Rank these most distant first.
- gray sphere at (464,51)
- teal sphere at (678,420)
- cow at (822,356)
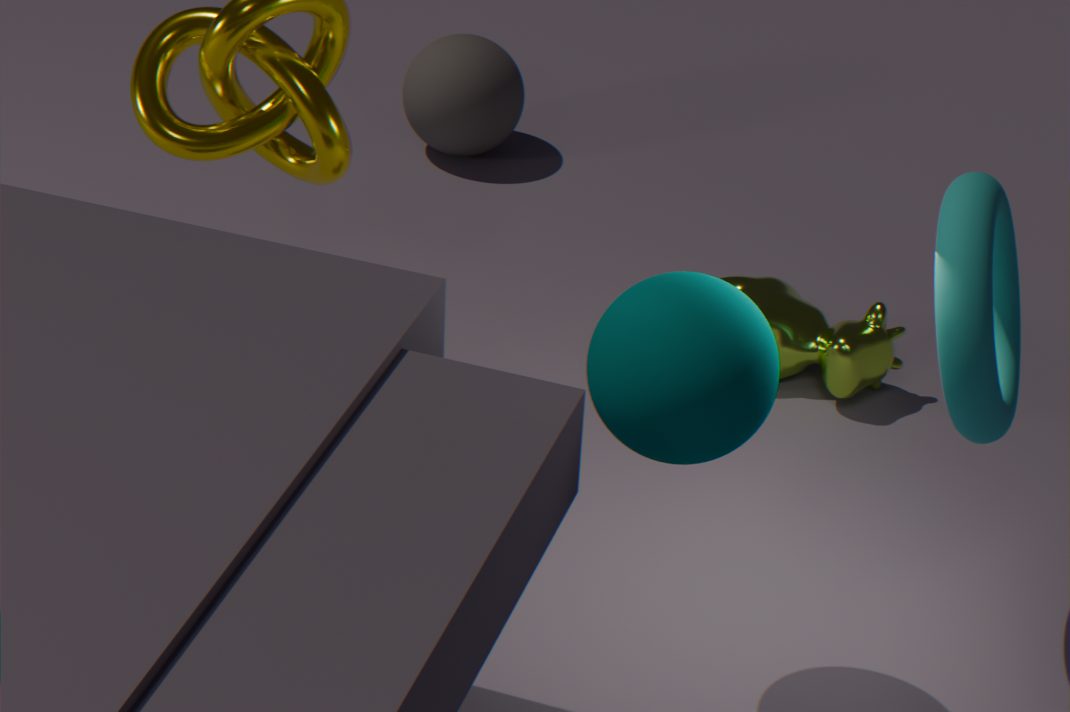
1. gray sphere at (464,51)
2. cow at (822,356)
3. teal sphere at (678,420)
